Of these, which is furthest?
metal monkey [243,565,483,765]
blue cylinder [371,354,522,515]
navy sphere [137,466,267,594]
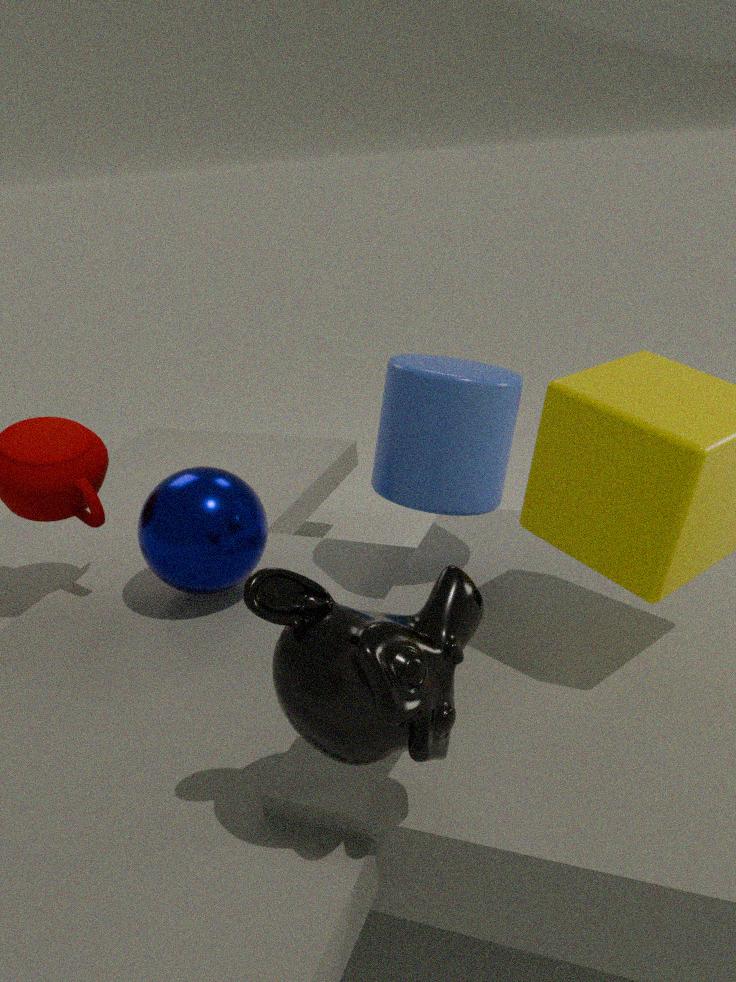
navy sphere [137,466,267,594]
